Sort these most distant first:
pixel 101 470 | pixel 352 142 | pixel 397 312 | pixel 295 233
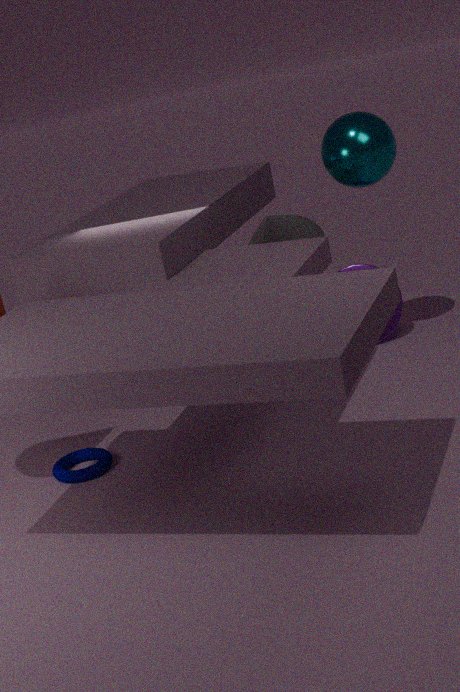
pixel 397 312 → pixel 295 233 → pixel 352 142 → pixel 101 470
